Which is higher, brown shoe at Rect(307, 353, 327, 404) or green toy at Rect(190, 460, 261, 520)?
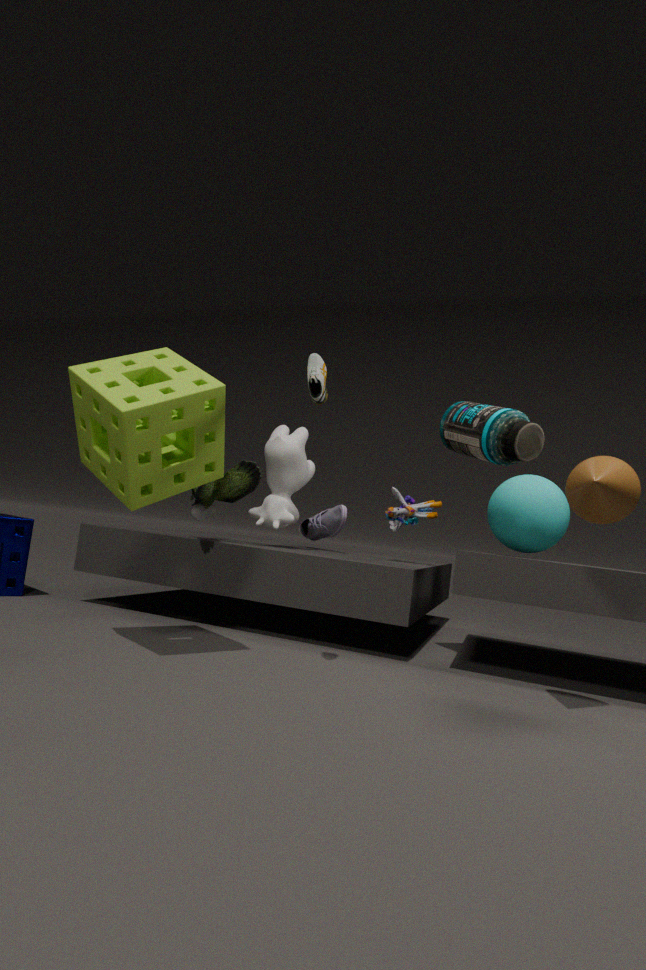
brown shoe at Rect(307, 353, 327, 404)
